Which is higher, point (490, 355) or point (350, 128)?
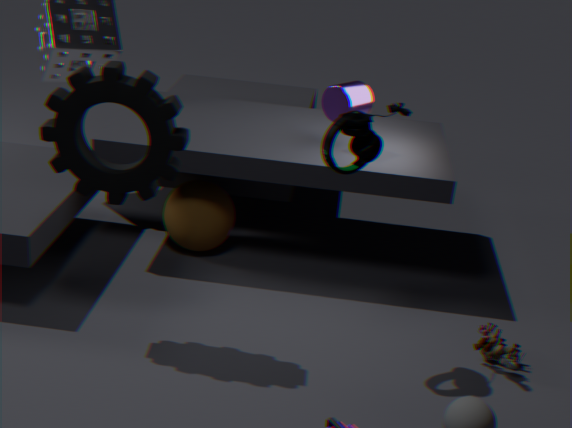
point (350, 128)
